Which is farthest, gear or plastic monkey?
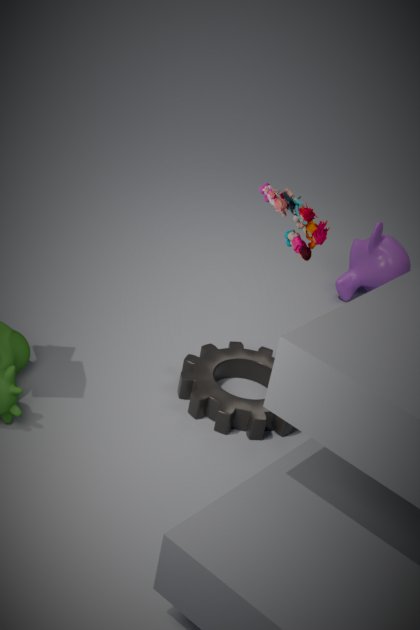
plastic monkey
